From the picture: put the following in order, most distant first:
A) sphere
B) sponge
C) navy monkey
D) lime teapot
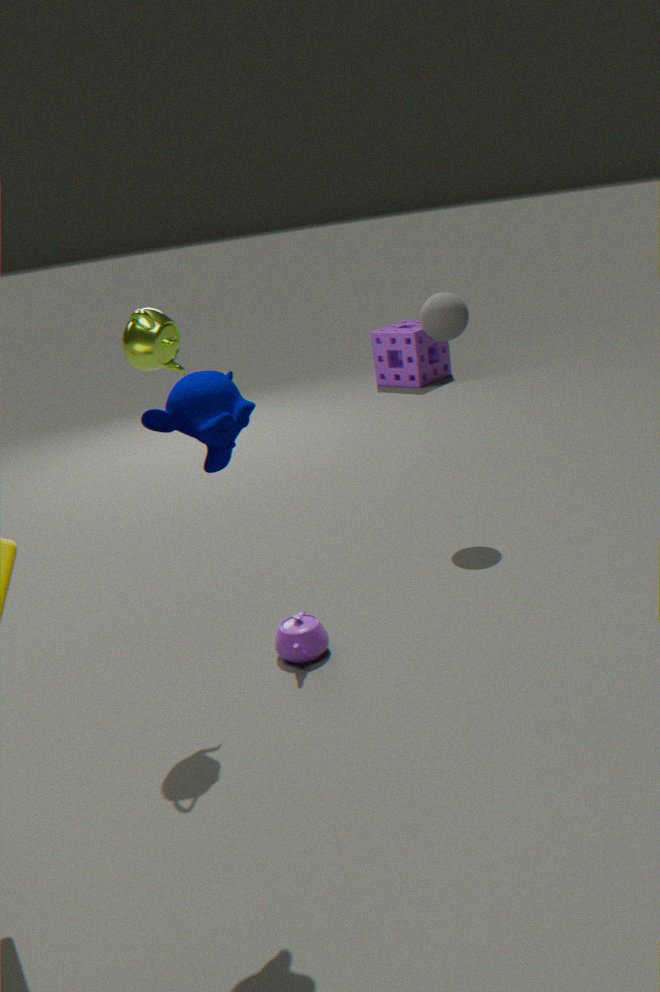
1. sponge
2. sphere
3. lime teapot
4. navy monkey
